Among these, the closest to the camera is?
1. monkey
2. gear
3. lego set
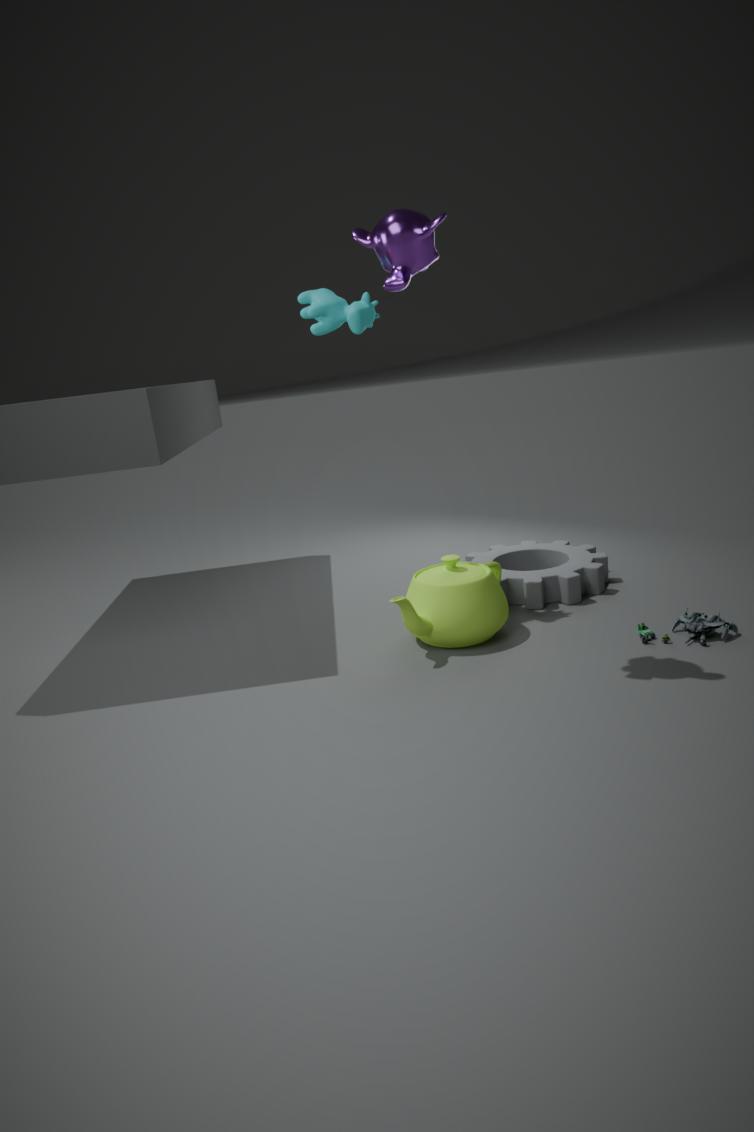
monkey
